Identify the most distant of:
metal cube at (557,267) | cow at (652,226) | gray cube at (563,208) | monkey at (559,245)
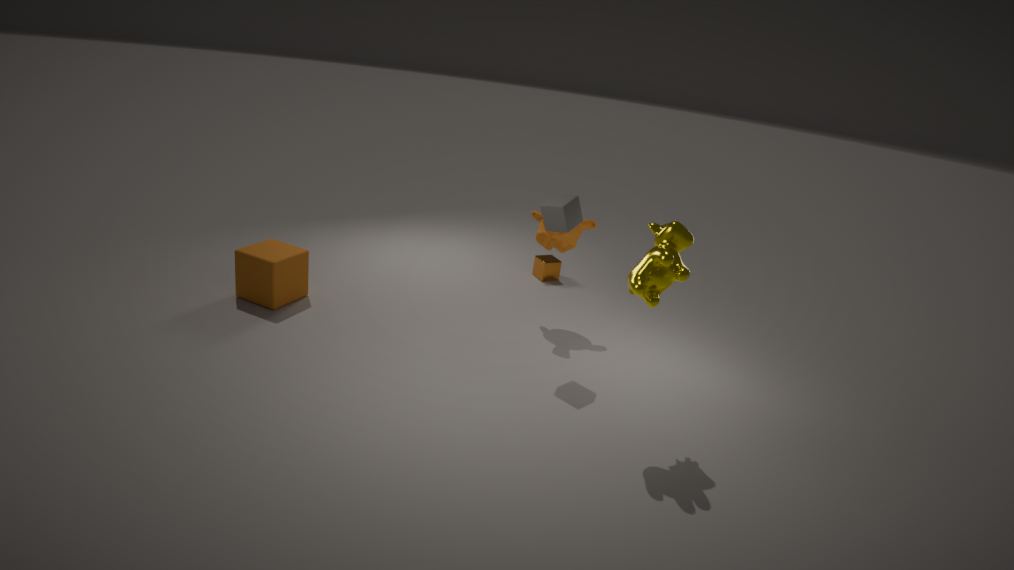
metal cube at (557,267)
